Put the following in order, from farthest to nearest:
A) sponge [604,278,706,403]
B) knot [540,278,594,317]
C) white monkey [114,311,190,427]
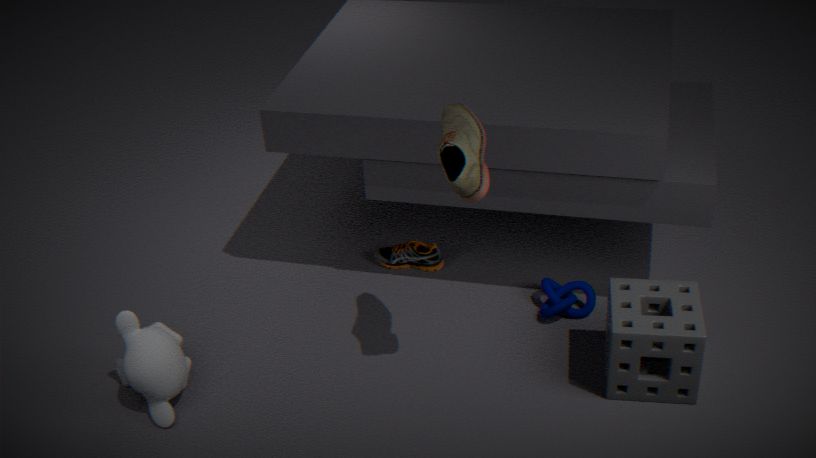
1. knot [540,278,594,317]
2. white monkey [114,311,190,427]
3. sponge [604,278,706,403]
